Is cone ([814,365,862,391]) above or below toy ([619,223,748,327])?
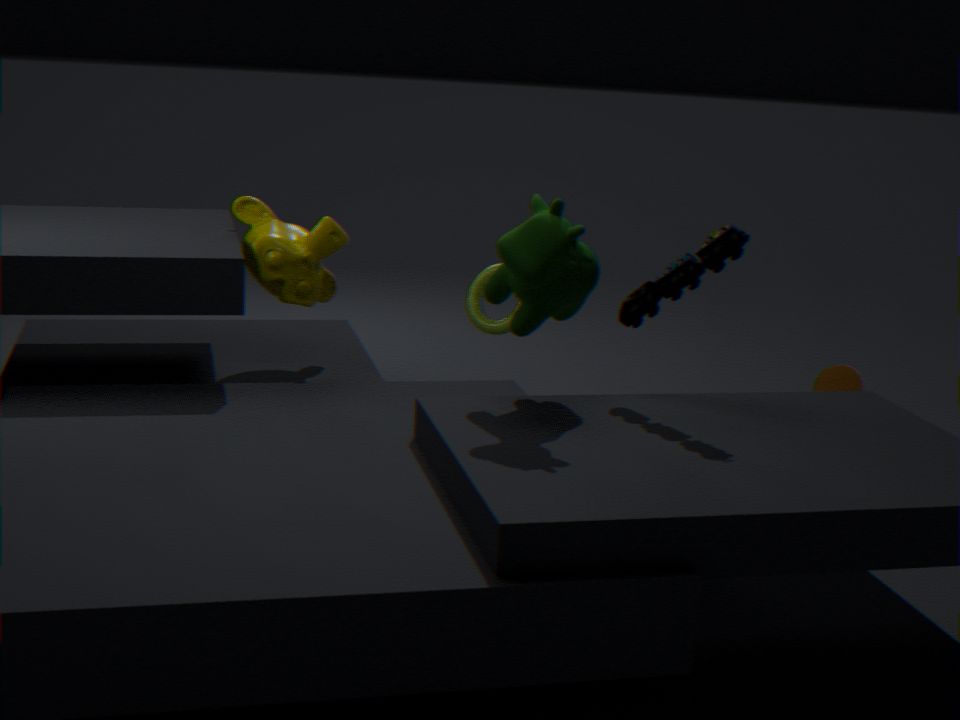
below
